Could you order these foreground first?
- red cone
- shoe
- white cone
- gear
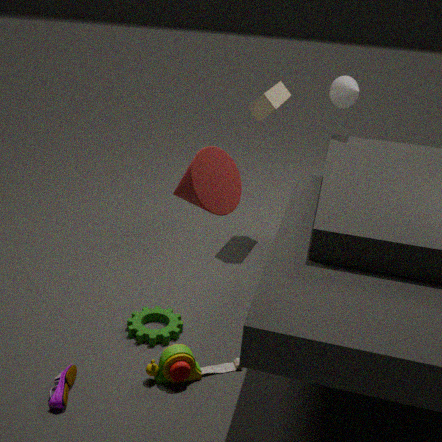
red cone
shoe
gear
white cone
